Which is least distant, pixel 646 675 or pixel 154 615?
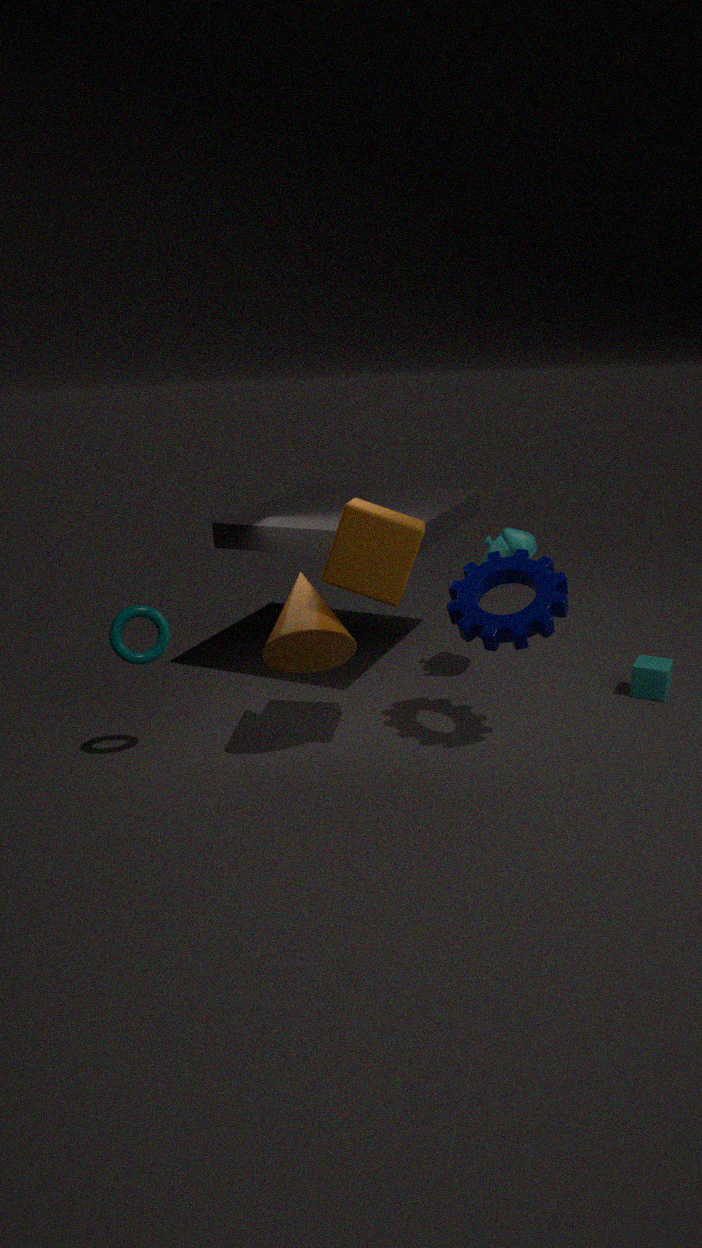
pixel 154 615
